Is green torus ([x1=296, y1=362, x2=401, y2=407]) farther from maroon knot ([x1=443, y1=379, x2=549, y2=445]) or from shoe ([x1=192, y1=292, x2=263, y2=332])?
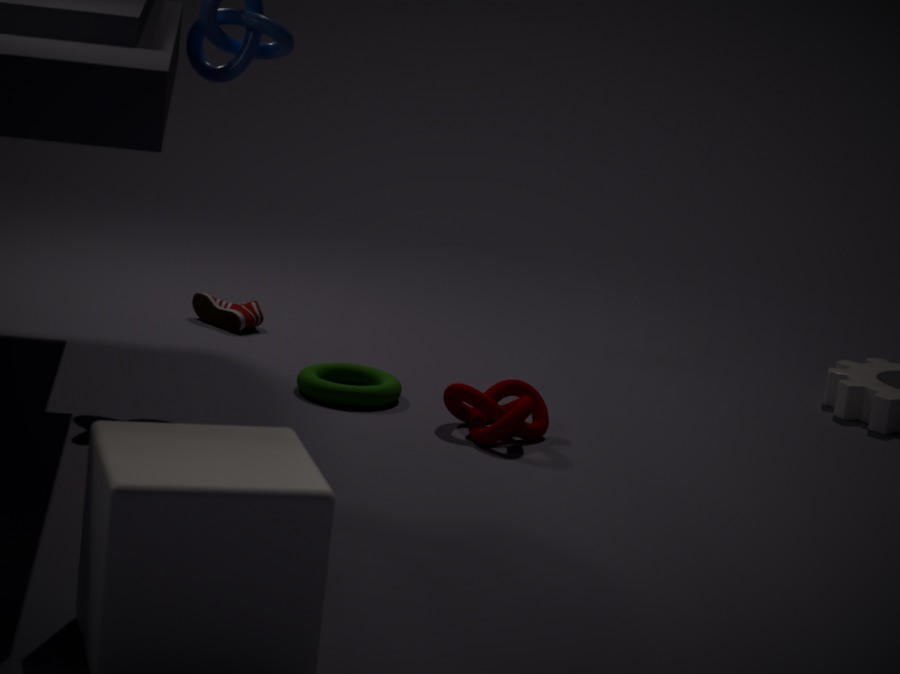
Answer: shoe ([x1=192, y1=292, x2=263, y2=332])
